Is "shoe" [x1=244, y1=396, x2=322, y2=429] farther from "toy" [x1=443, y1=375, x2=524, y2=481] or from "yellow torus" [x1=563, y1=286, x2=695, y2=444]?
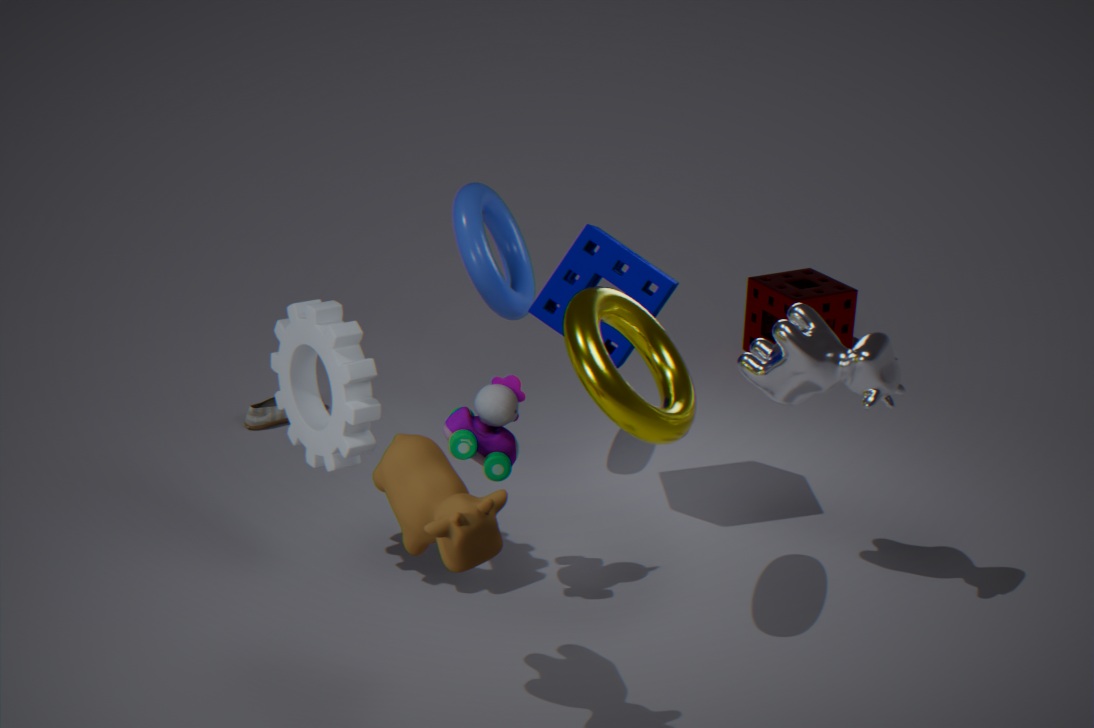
"yellow torus" [x1=563, y1=286, x2=695, y2=444]
